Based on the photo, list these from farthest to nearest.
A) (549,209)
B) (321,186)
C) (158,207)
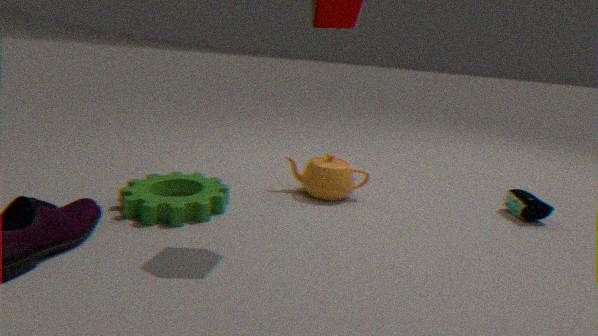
(321,186)
(549,209)
(158,207)
